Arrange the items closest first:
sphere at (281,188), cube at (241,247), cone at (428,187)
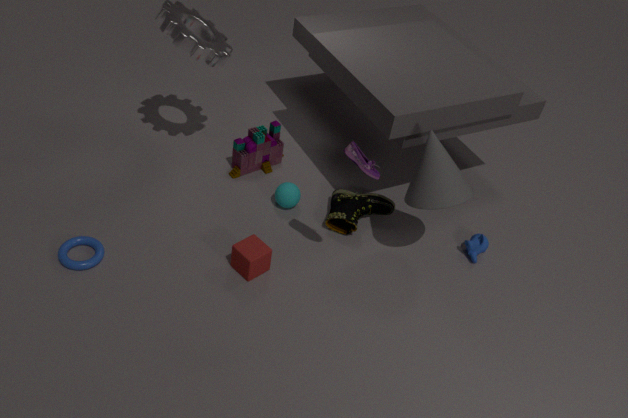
cone at (428,187)
cube at (241,247)
sphere at (281,188)
